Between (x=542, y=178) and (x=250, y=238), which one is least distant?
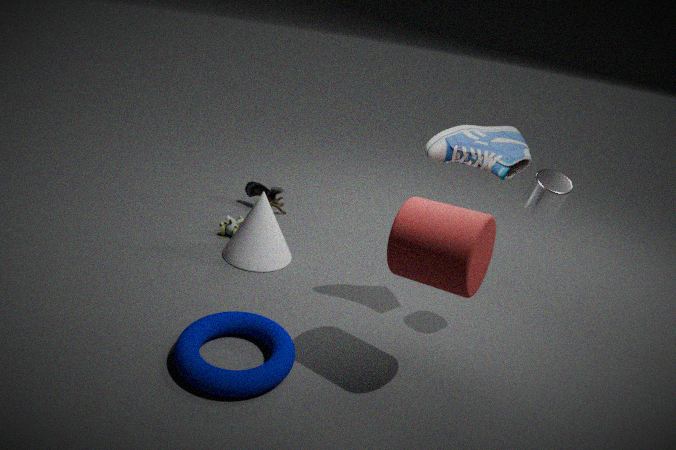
(x=542, y=178)
